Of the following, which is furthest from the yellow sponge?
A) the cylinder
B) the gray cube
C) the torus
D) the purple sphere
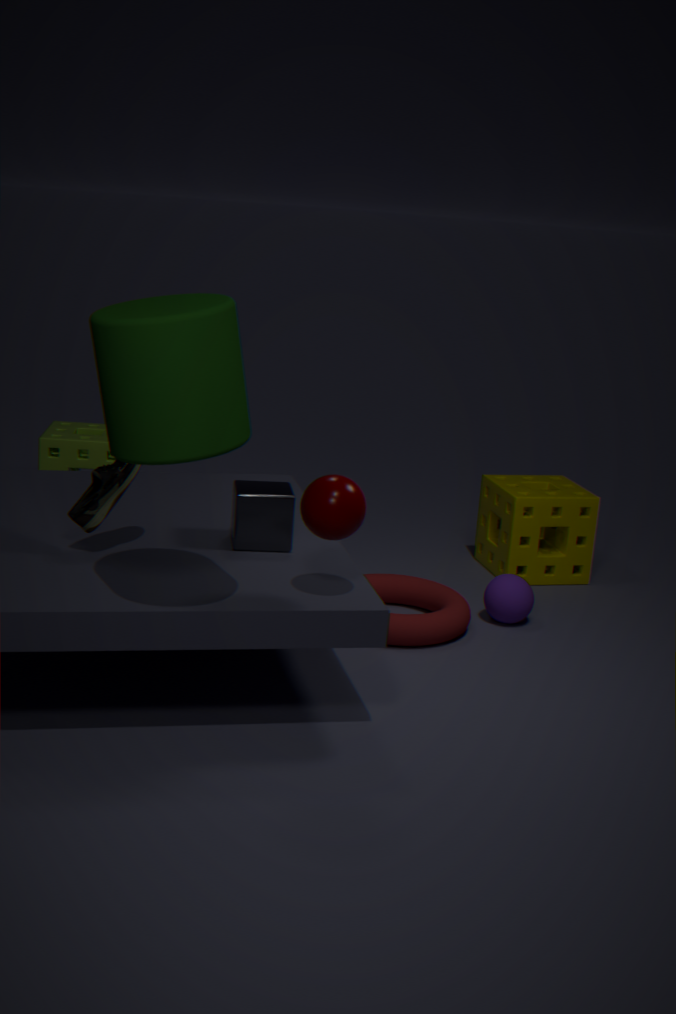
the cylinder
